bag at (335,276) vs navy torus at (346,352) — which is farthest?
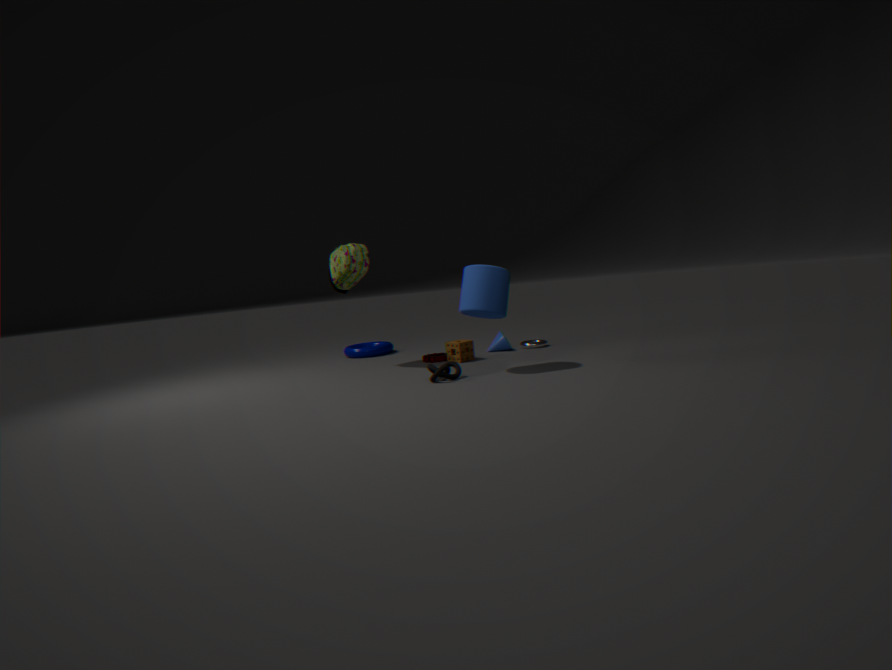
navy torus at (346,352)
